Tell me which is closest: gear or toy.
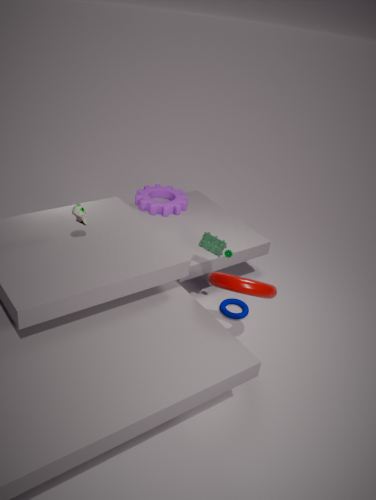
toy
